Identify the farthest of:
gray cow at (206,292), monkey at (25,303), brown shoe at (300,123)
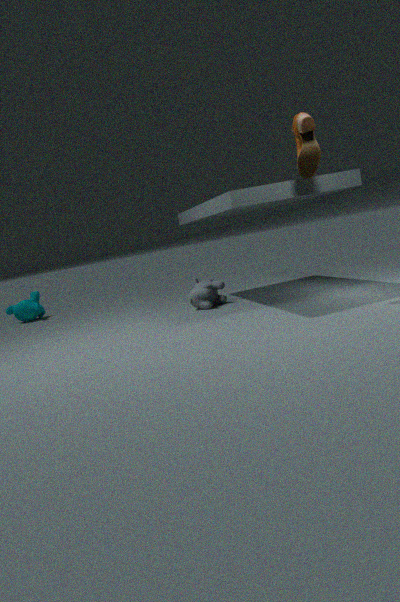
monkey at (25,303)
